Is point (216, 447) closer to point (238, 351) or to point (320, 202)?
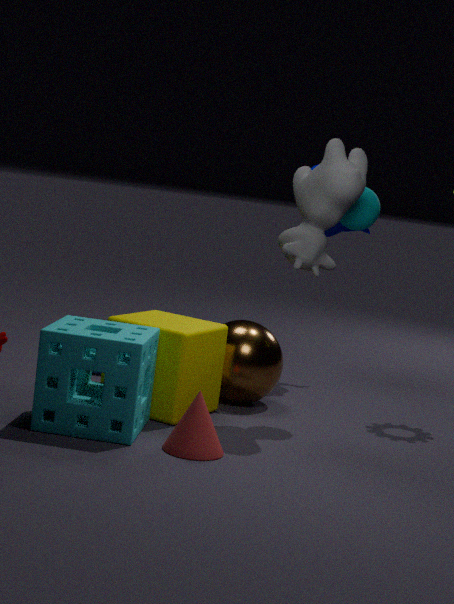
point (238, 351)
